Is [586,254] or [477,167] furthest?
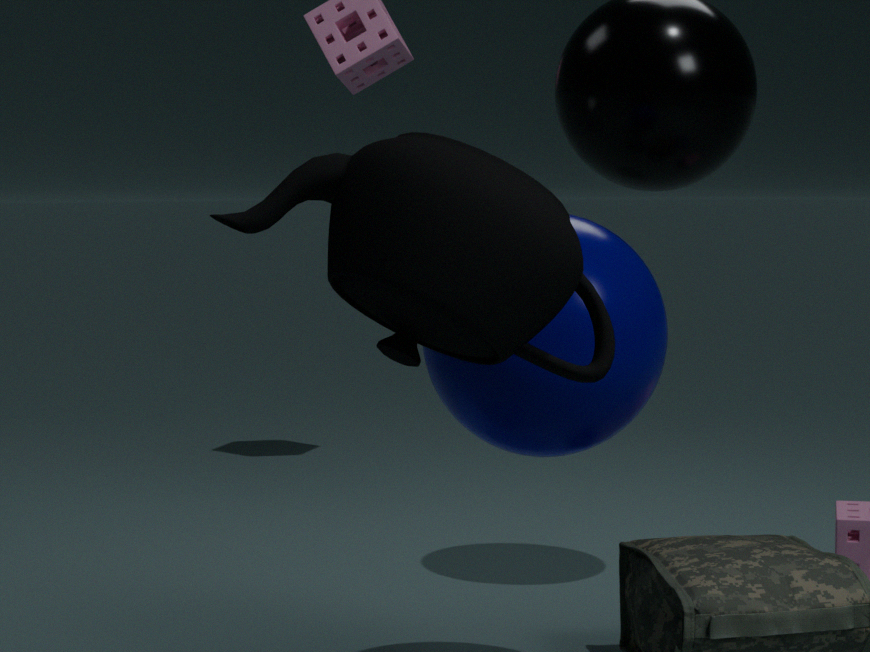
[586,254]
